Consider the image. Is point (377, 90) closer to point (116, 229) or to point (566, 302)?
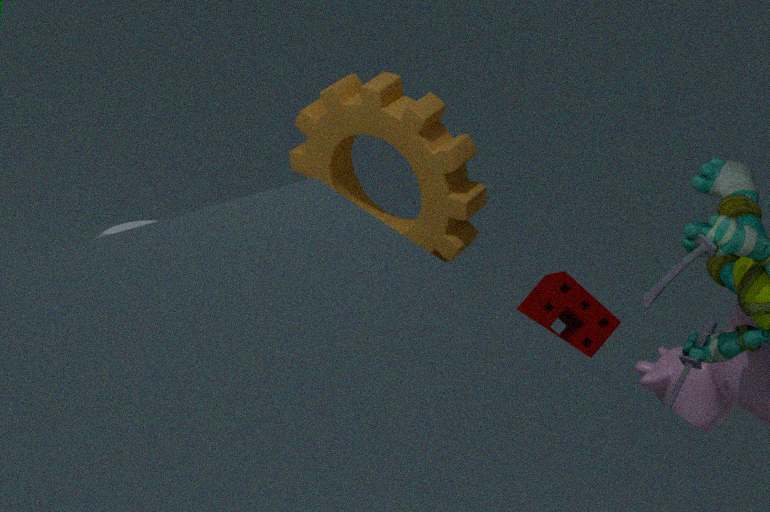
point (566, 302)
